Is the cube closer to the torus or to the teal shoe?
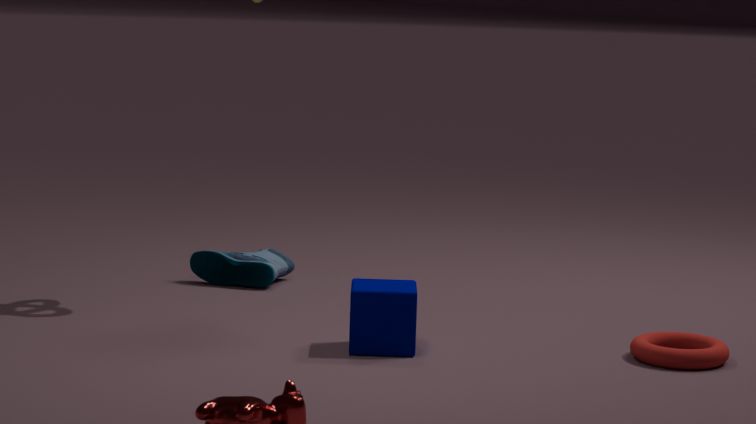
the torus
